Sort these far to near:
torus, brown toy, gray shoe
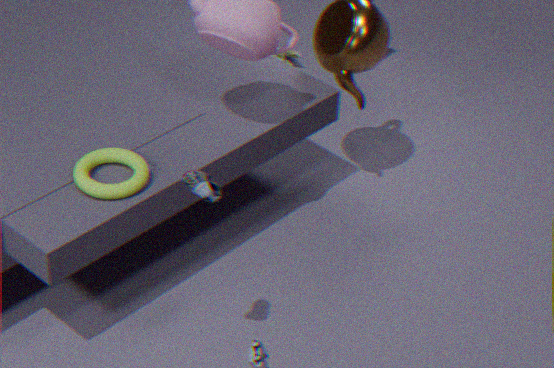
brown toy < torus < gray shoe
